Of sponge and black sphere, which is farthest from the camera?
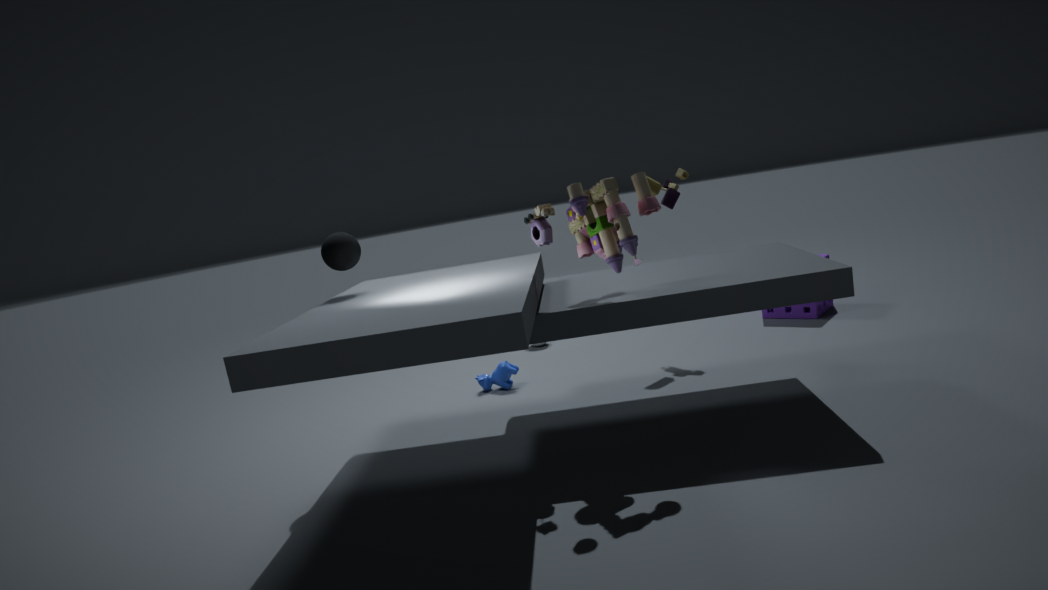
sponge
